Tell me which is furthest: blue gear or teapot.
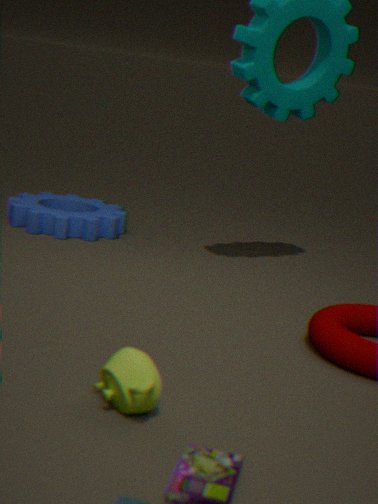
blue gear
